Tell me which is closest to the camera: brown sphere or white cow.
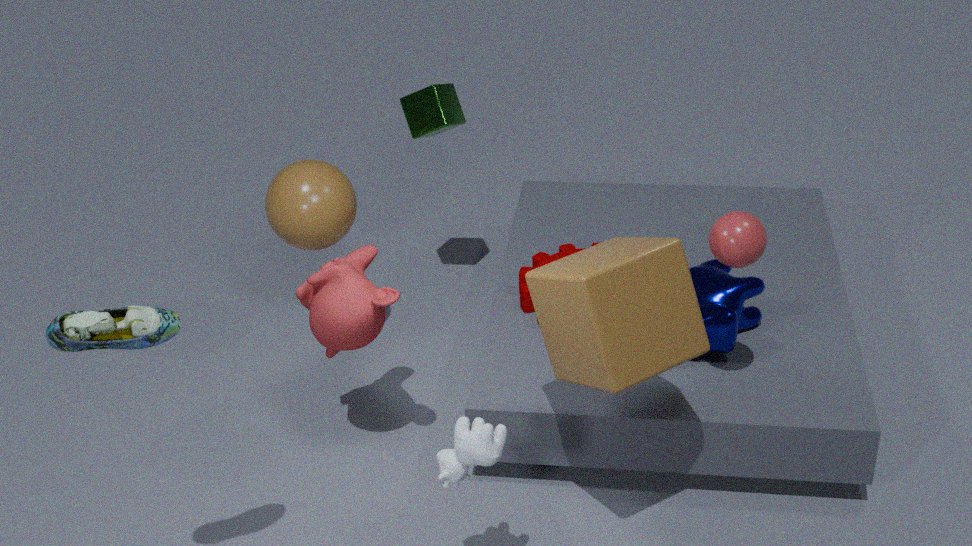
white cow
